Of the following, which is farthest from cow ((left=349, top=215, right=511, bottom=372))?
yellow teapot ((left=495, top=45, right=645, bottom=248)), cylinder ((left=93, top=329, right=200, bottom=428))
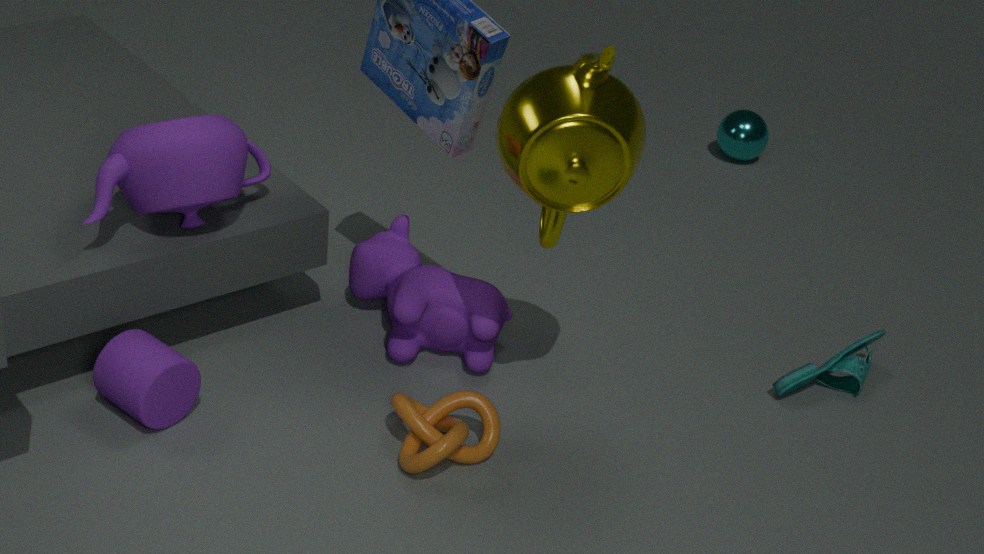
cylinder ((left=93, top=329, right=200, bottom=428))
